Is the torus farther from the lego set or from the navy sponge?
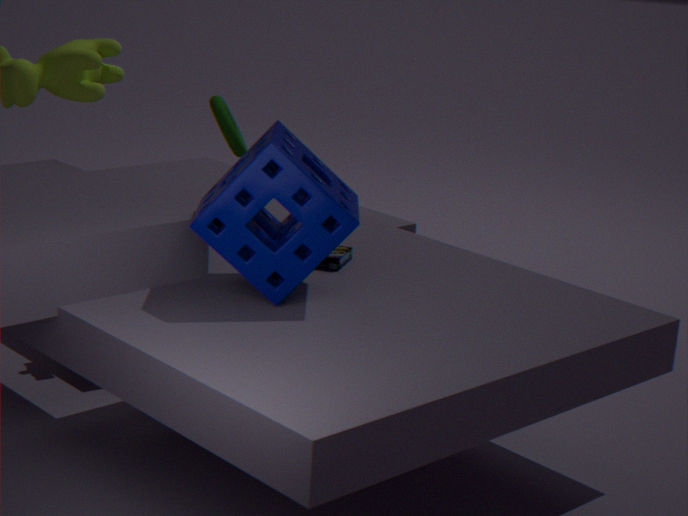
the navy sponge
